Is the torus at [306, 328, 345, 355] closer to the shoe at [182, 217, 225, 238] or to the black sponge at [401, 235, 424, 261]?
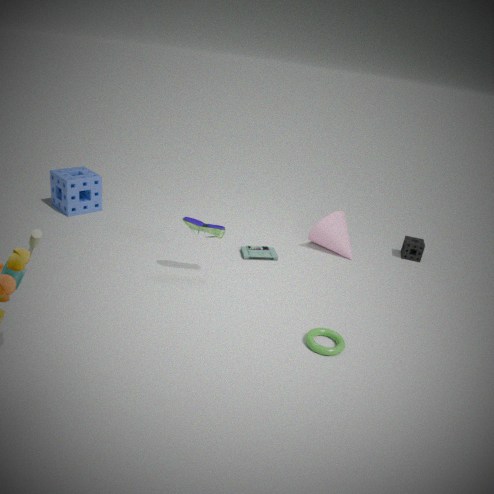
the shoe at [182, 217, 225, 238]
